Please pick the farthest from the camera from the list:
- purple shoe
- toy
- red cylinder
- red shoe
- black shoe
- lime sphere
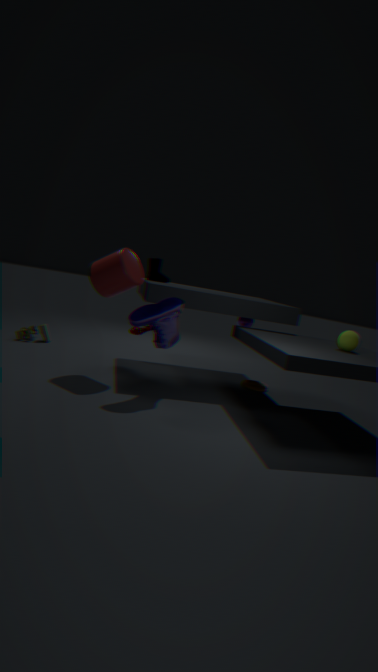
toy
